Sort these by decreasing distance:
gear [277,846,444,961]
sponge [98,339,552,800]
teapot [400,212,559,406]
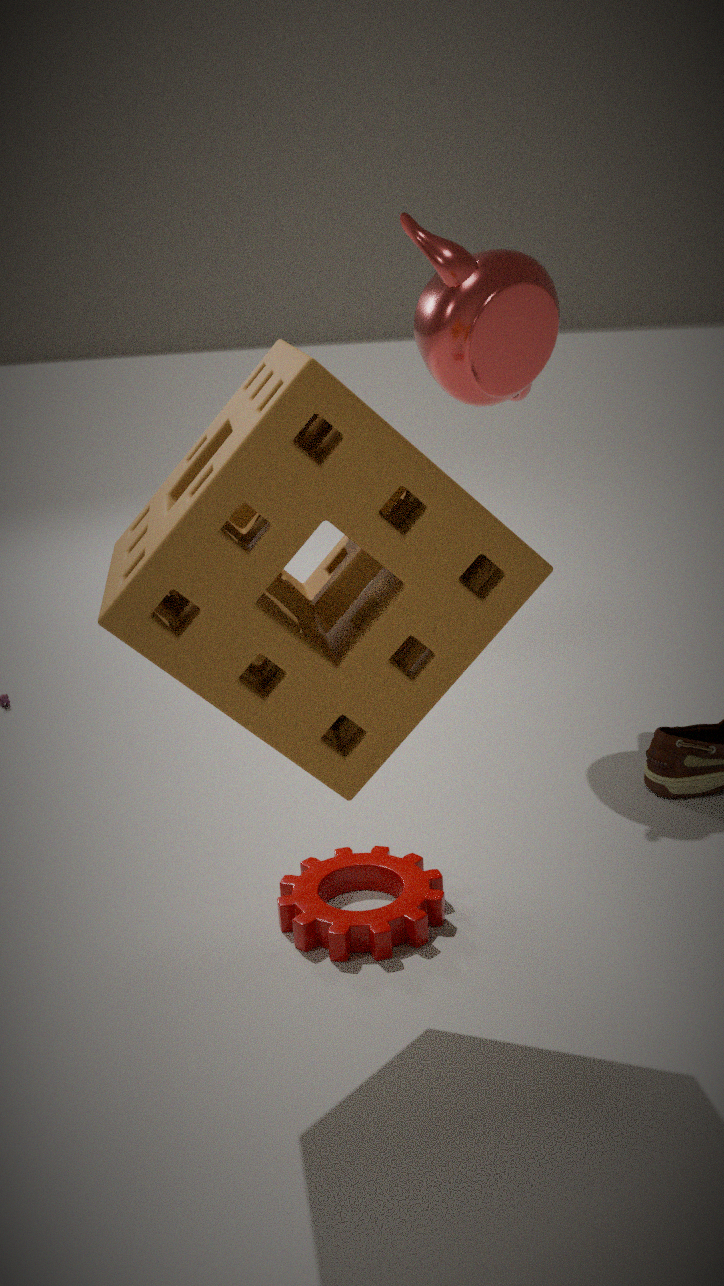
1. teapot [400,212,559,406]
2. gear [277,846,444,961]
3. sponge [98,339,552,800]
